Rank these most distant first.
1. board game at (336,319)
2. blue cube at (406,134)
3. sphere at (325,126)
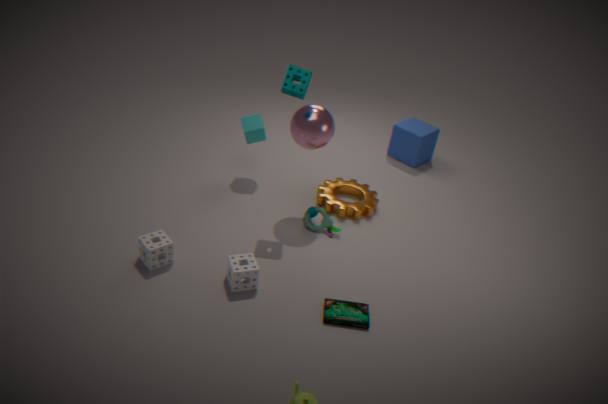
blue cube at (406,134), sphere at (325,126), board game at (336,319)
